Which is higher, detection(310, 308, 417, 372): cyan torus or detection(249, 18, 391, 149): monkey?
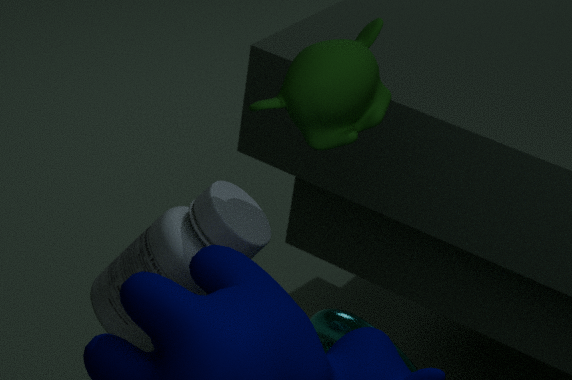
detection(249, 18, 391, 149): monkey
